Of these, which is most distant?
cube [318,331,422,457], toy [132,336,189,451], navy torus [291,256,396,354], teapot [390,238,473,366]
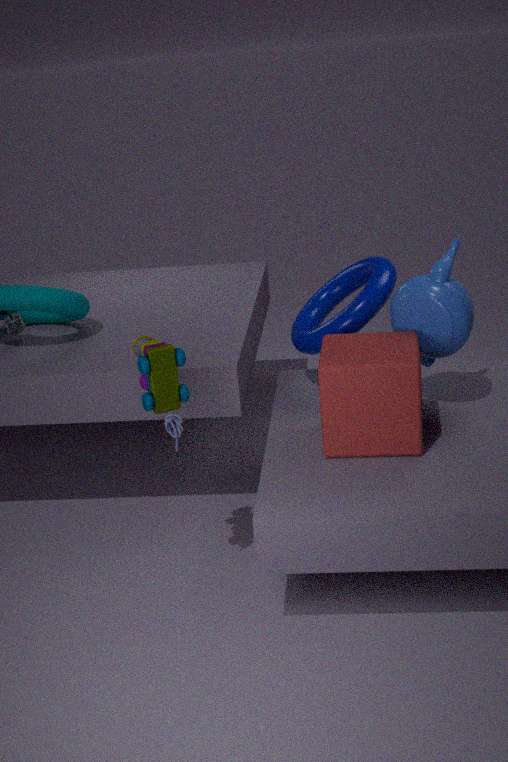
navy torus [291,256,396,354]
